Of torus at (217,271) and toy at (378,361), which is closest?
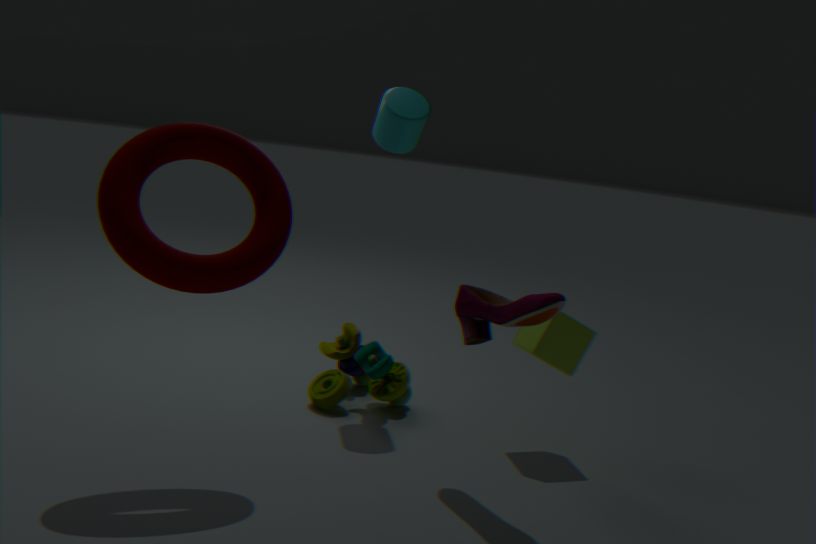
torus at (217,271)
